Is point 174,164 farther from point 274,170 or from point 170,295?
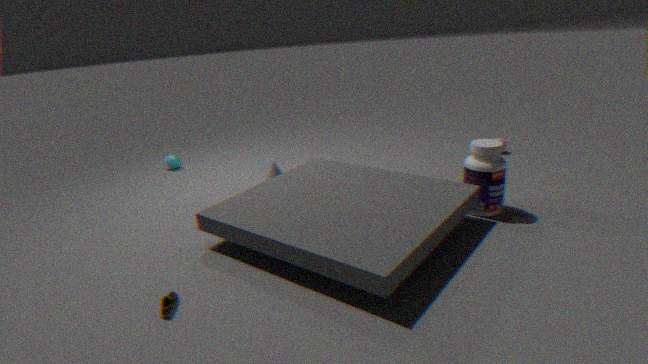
point 170,295
